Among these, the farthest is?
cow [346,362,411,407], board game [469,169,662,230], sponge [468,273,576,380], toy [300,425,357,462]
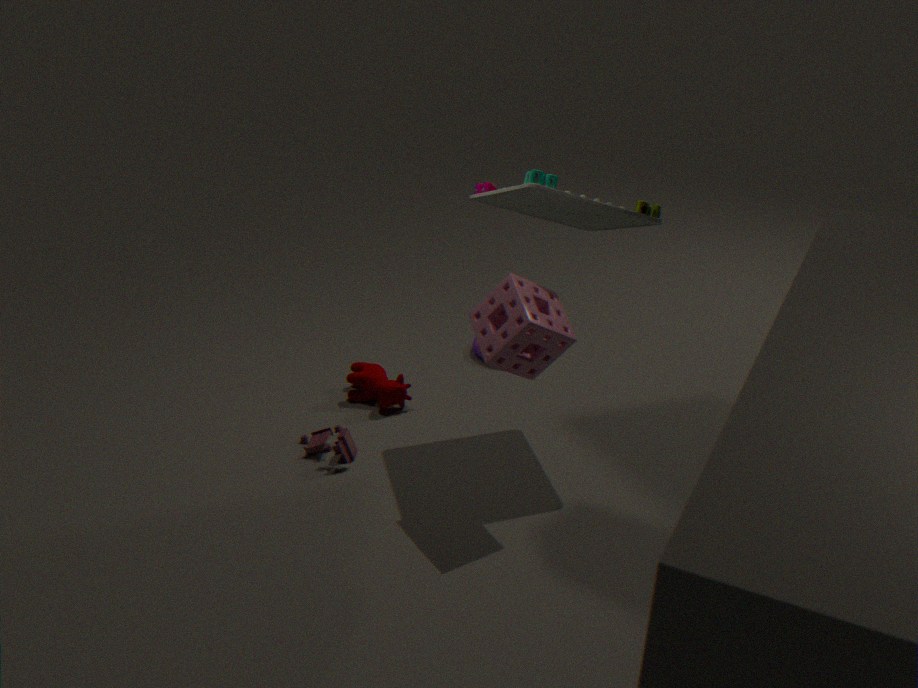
cow [346,362,411,407]
